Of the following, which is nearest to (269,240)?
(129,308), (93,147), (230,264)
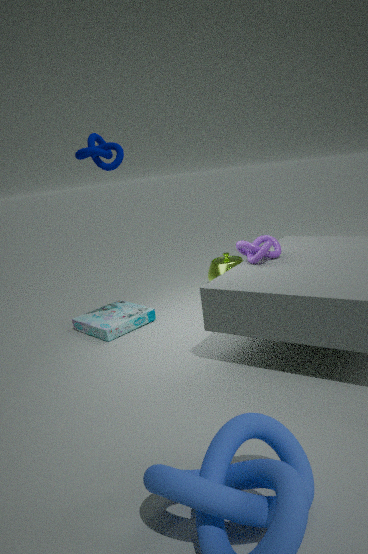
(230,264)
